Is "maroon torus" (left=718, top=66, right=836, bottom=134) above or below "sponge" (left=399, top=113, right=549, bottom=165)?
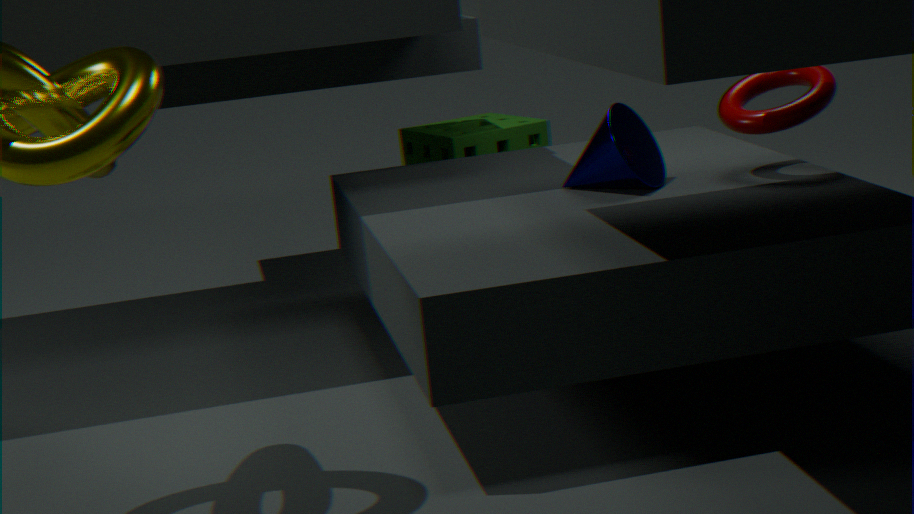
above
